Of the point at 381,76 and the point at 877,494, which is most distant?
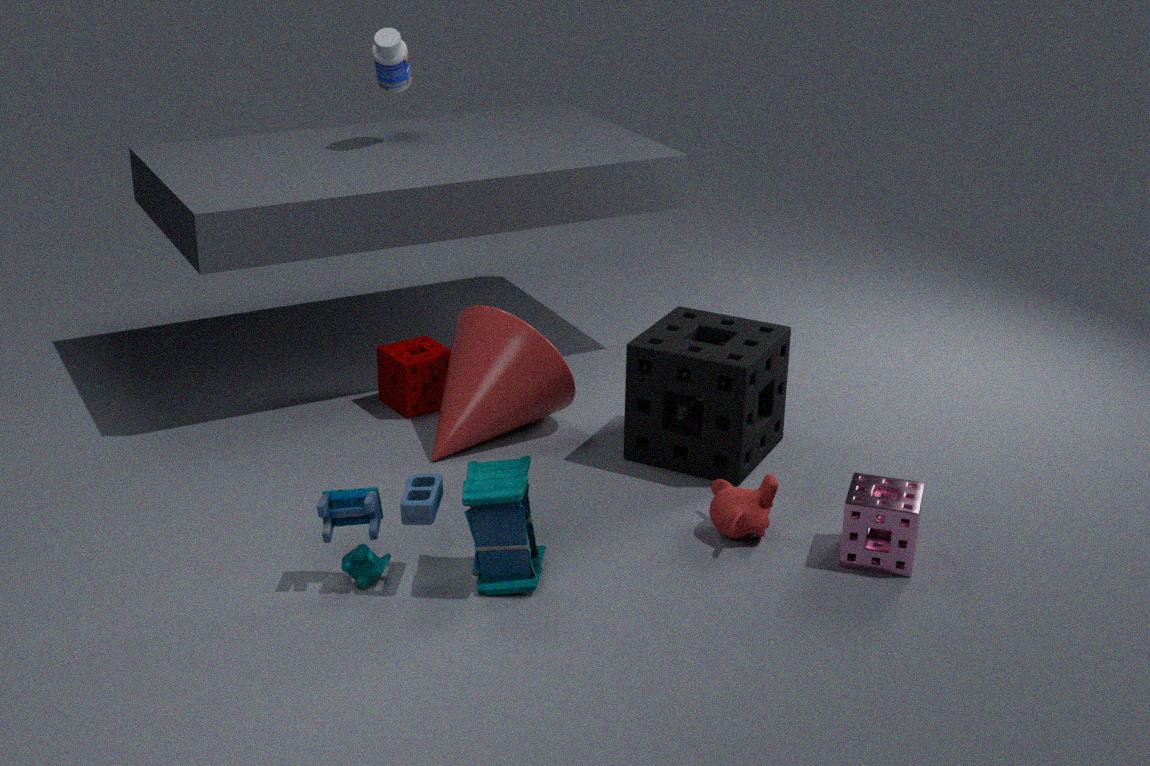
the point at 381,76
